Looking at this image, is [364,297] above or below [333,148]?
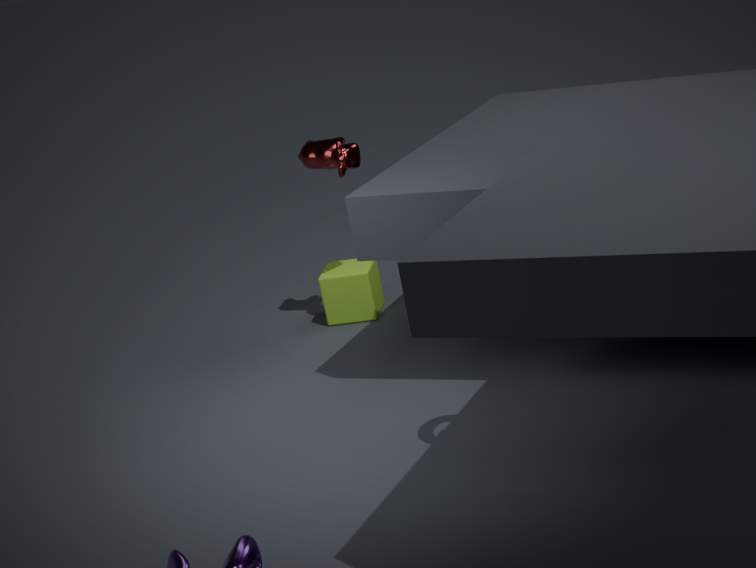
below
